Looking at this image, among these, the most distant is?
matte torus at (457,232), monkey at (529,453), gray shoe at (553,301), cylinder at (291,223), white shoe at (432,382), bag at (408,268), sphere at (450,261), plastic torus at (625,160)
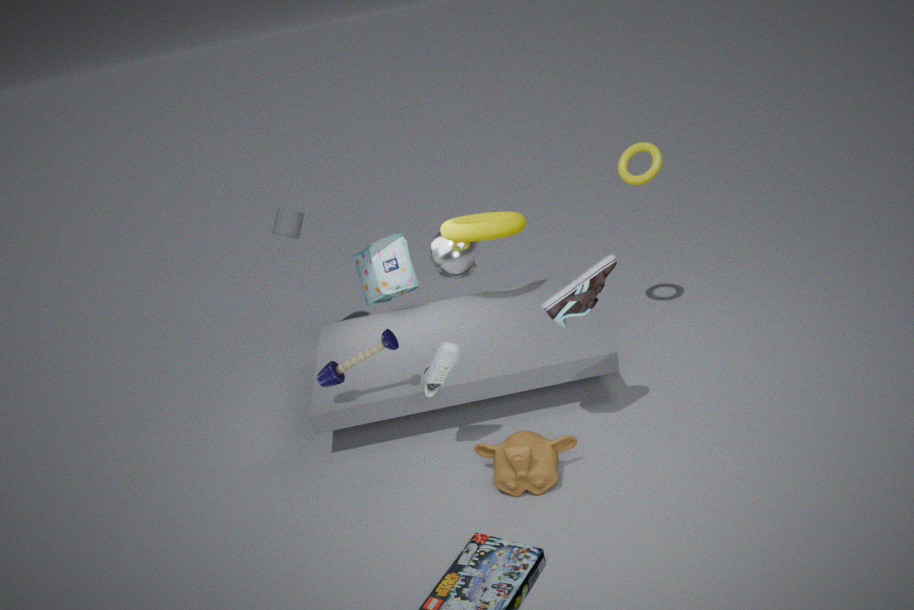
cylinder at (291,223)
